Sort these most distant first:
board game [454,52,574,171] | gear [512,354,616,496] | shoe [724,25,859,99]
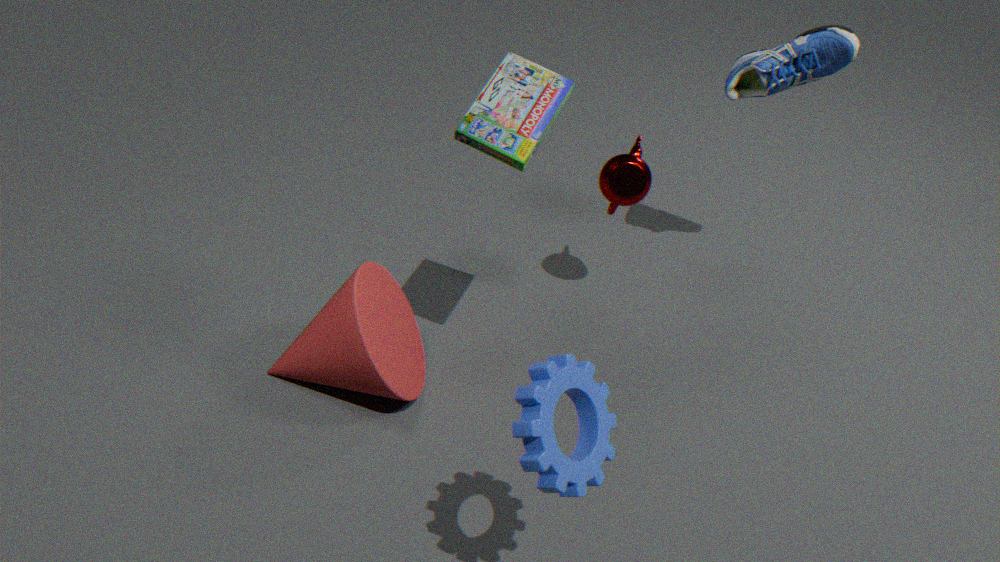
shoe [724,25,859,99] < board game [454,52,574,171] < gear [512,354,616,496]
